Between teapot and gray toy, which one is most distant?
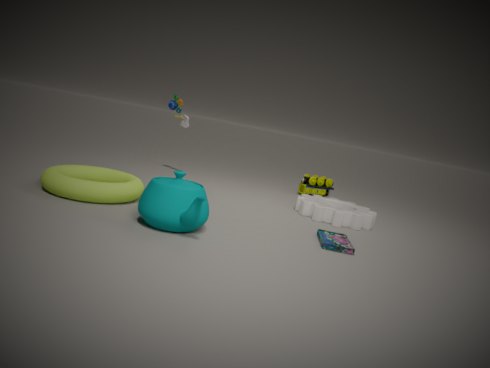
gray toy
